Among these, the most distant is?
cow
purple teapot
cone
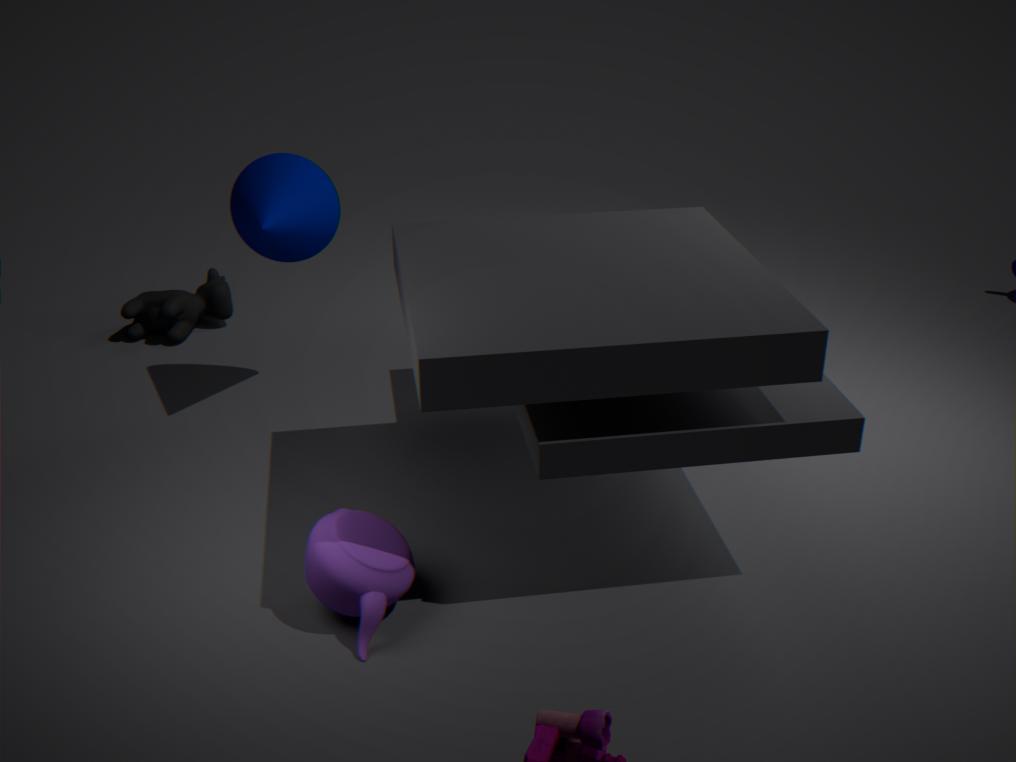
cow
